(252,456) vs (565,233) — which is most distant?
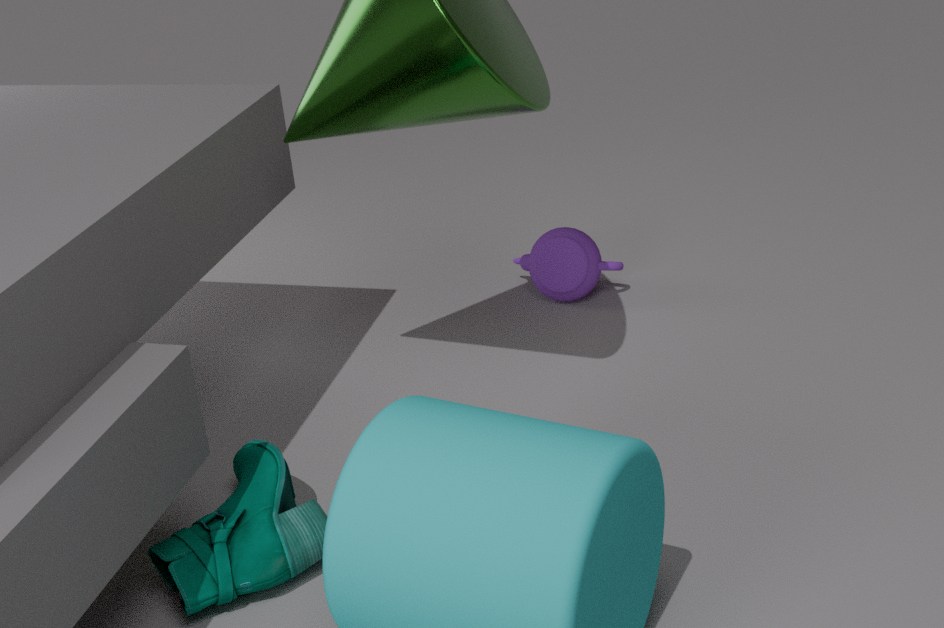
(565,233)
